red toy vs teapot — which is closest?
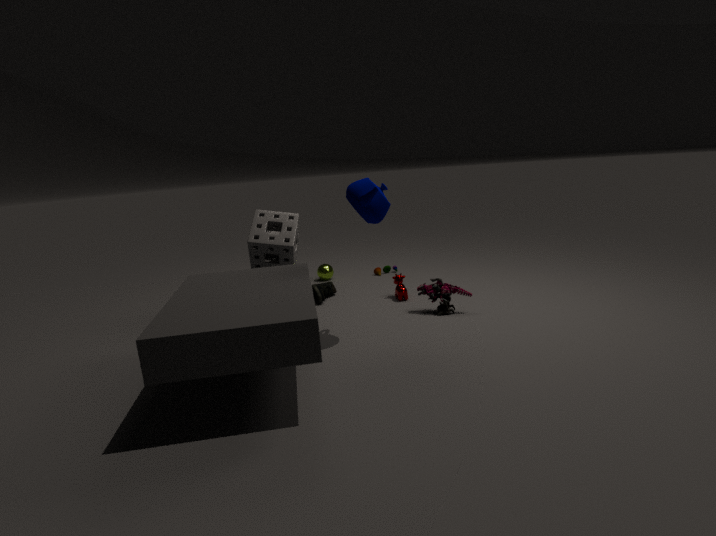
teapot
